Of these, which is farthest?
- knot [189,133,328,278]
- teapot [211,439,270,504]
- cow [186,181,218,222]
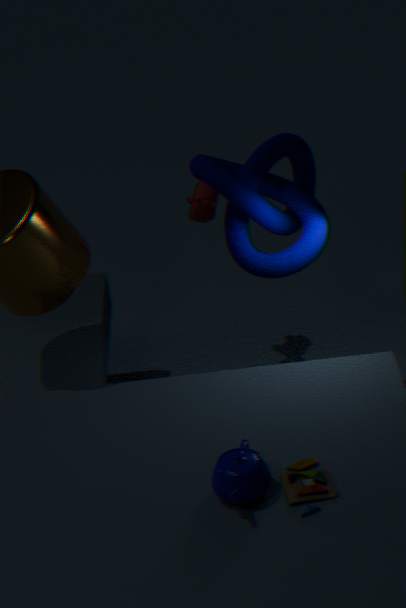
cow [186,181,218,222]
